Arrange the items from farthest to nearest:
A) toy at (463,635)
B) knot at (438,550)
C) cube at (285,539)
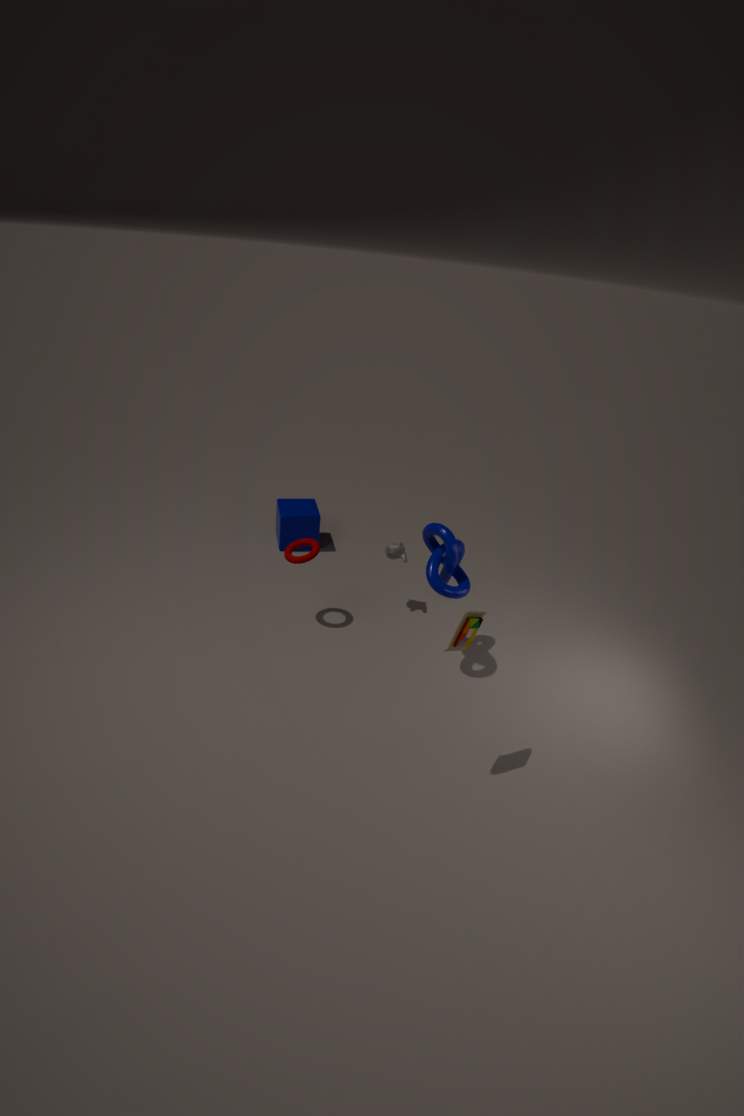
cube at (285,539), knot at (438,550), toy at (463,635)
